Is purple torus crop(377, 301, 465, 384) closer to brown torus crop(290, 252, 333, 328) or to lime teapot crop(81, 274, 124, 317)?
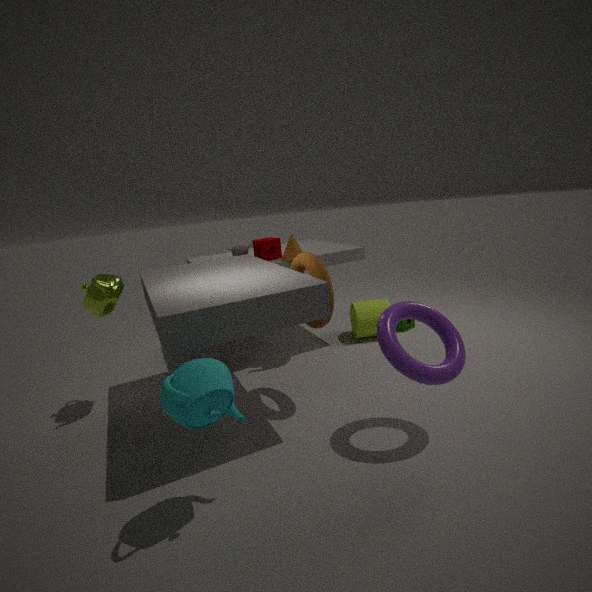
brown torus crop(290, 252, 333, 328)
